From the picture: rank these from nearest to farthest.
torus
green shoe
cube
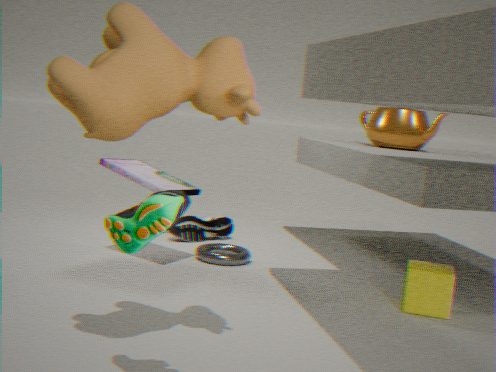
1. green shoe
2. cube
3. torus
